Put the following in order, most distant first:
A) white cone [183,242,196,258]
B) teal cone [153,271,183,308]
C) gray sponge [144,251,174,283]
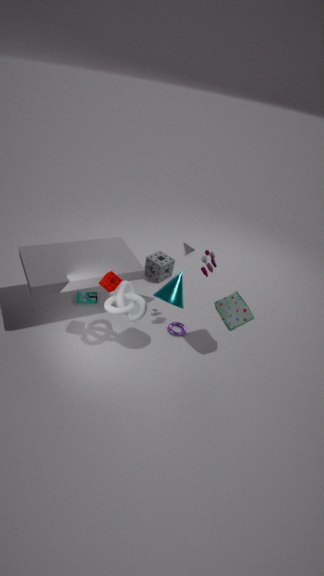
gray sponge [144,251,174,283] → white cone [183,242,196,258] → teal cone [153,271,183,308]
